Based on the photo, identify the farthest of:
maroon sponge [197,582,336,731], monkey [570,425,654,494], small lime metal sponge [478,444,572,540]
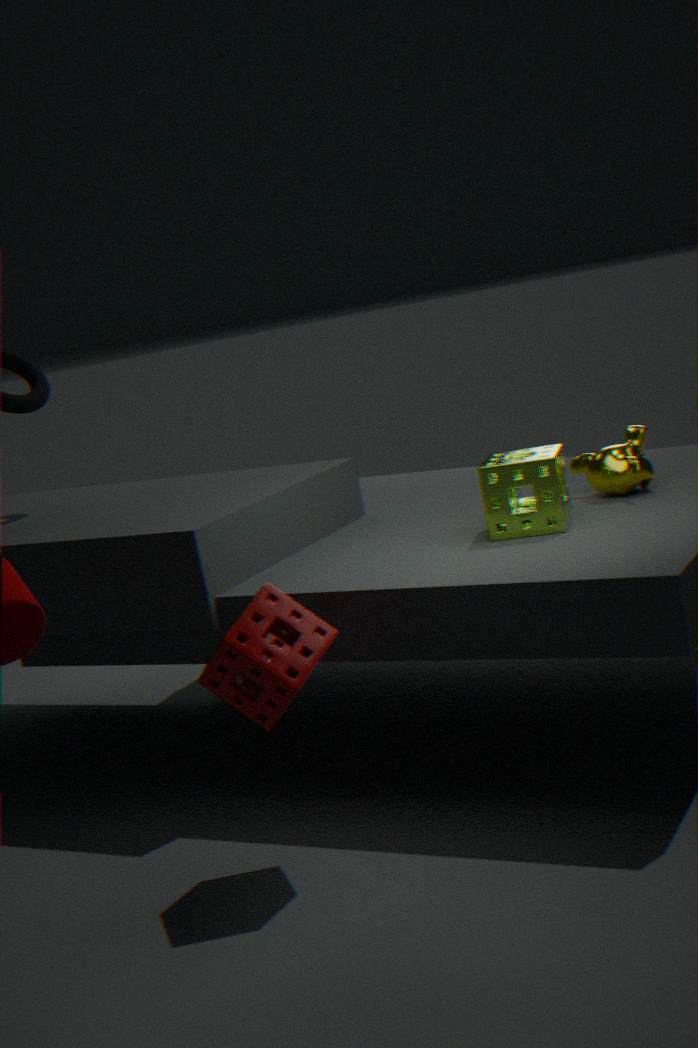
monkey [570,425,654,494]
